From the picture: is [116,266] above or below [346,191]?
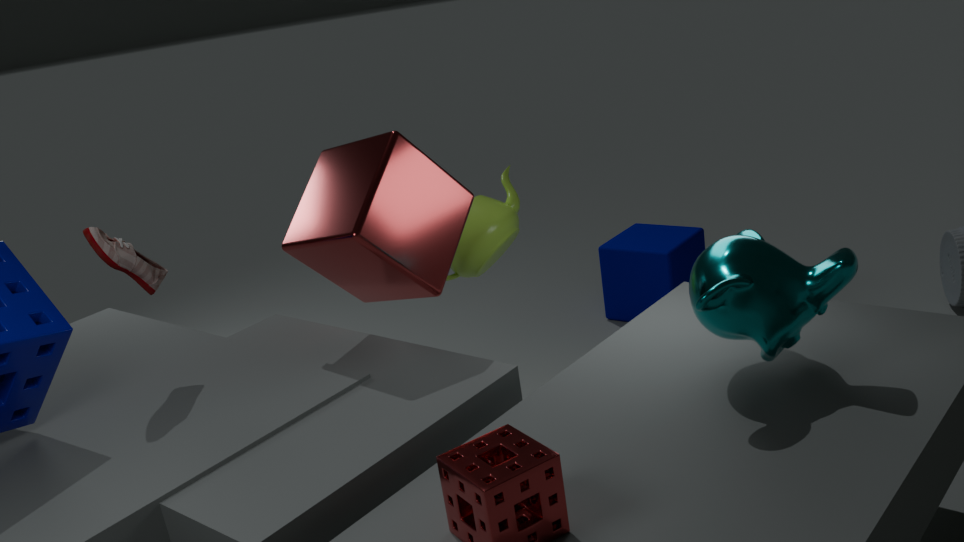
above
